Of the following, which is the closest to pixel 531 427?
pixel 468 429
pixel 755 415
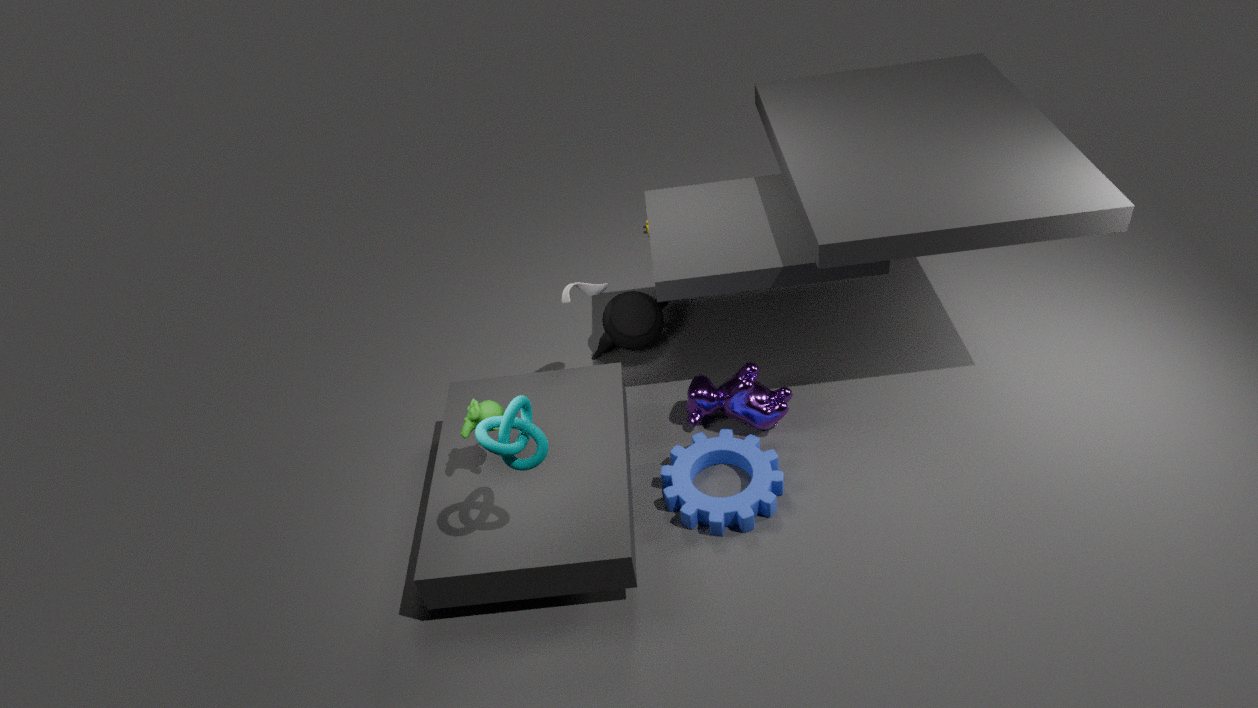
pixel 468 429
